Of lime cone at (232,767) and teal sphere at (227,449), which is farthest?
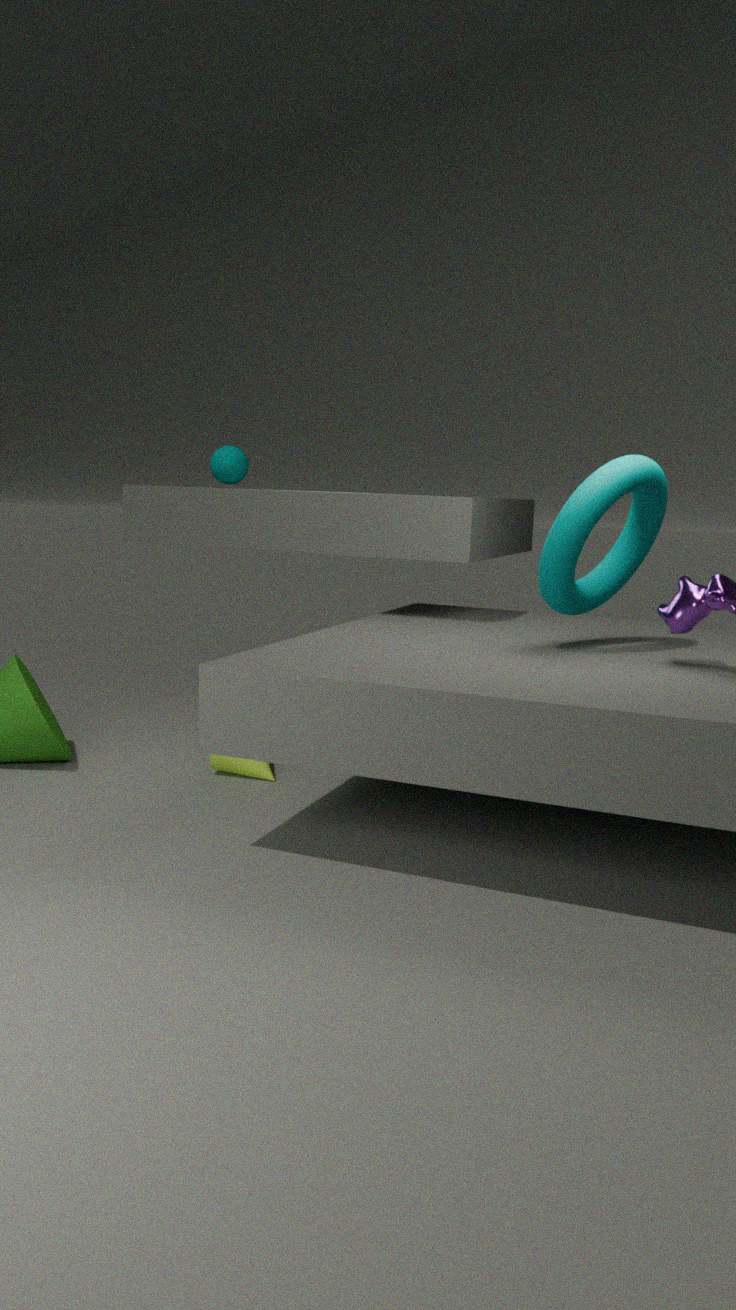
teal sphere at (227,449)
